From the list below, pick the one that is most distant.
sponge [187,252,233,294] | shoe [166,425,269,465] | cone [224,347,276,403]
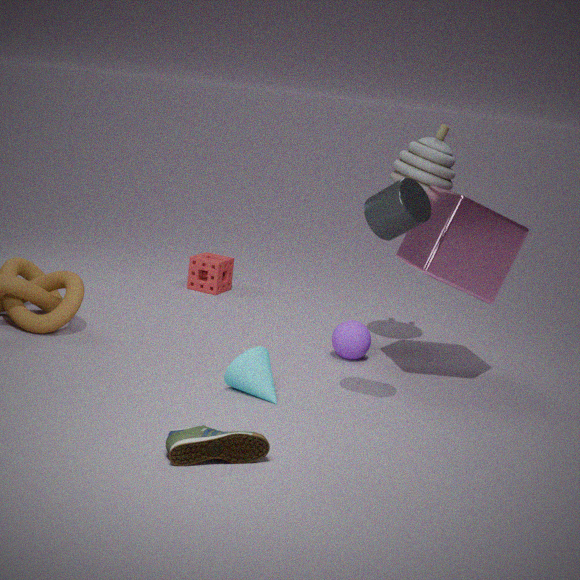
sponge [187,252,233,294]
